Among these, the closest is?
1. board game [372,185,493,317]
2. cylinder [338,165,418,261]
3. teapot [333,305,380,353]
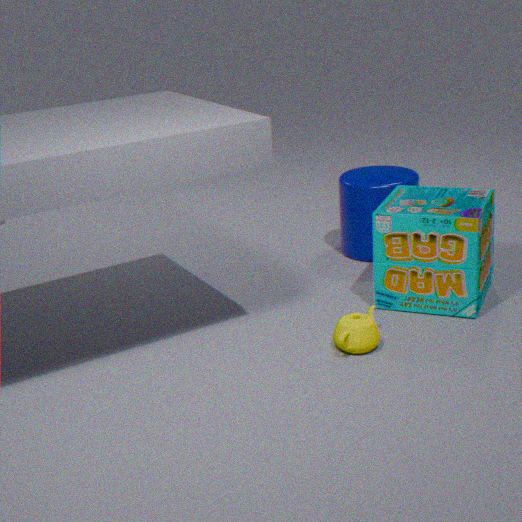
teapot [333,305,380,353]
